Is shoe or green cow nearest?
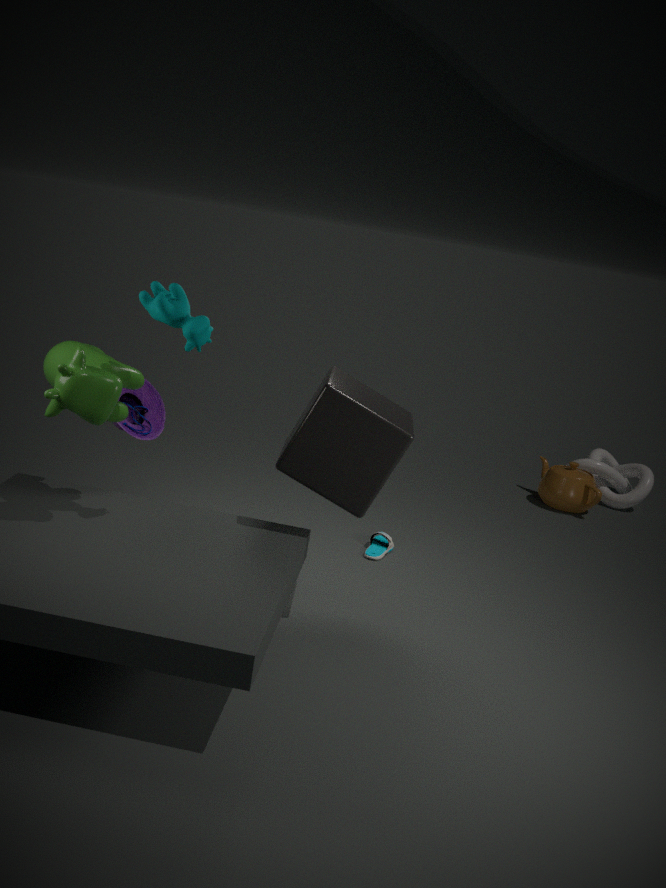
green cow
